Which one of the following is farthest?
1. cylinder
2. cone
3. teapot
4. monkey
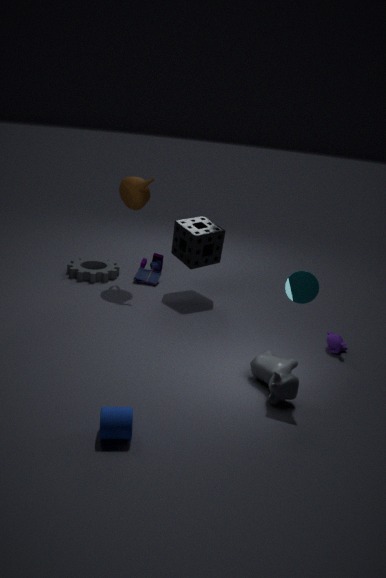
teapot
